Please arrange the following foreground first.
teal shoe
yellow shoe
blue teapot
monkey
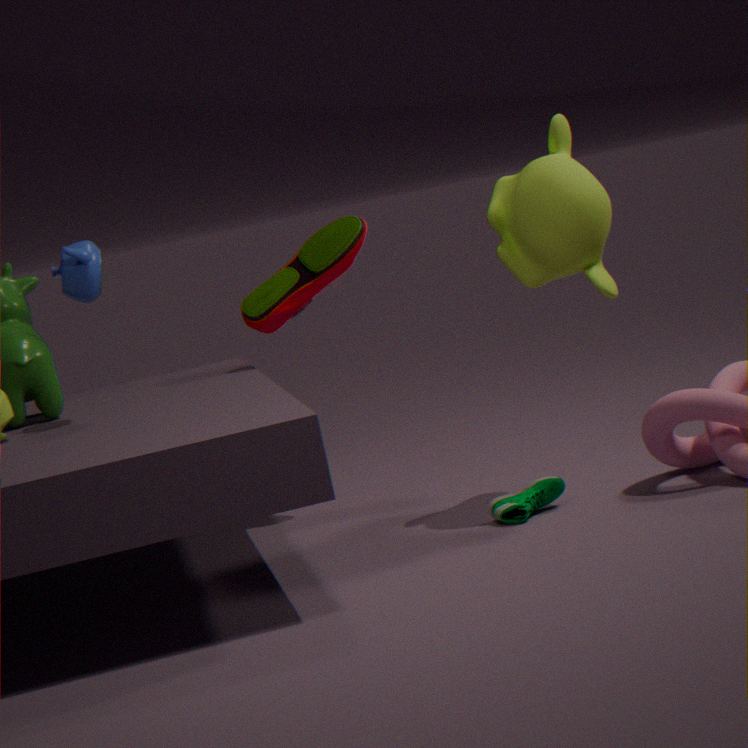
monkey < teal shoe < blue teapot < yellow shoe
